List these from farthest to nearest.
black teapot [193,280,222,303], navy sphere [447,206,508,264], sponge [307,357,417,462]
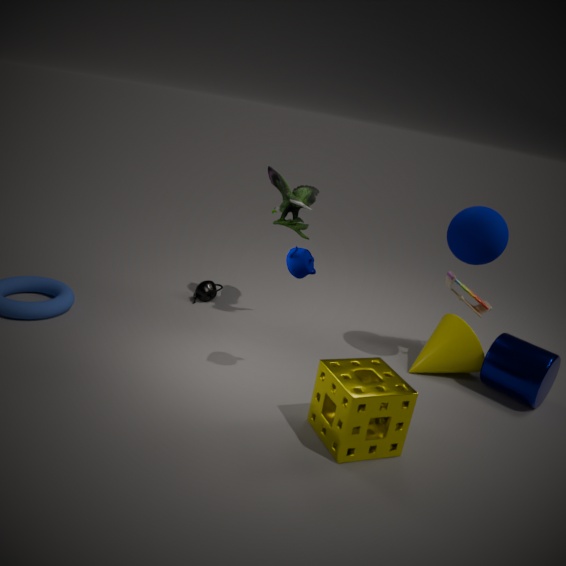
black teapot [193,280,222,303] → navy sphere [447,206,508,264] → sponge [307,357,417,462]
